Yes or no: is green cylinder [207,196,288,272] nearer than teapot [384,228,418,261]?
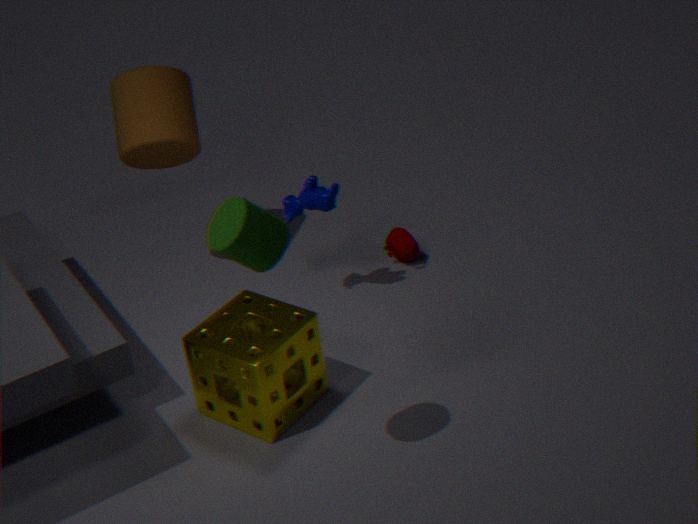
Yes
